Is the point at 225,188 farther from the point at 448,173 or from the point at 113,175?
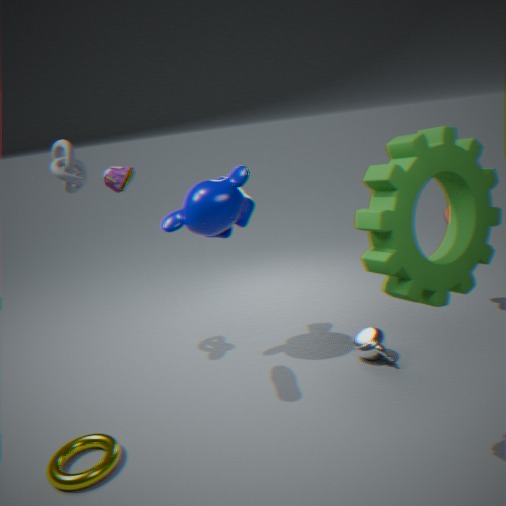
the point at 448,173
